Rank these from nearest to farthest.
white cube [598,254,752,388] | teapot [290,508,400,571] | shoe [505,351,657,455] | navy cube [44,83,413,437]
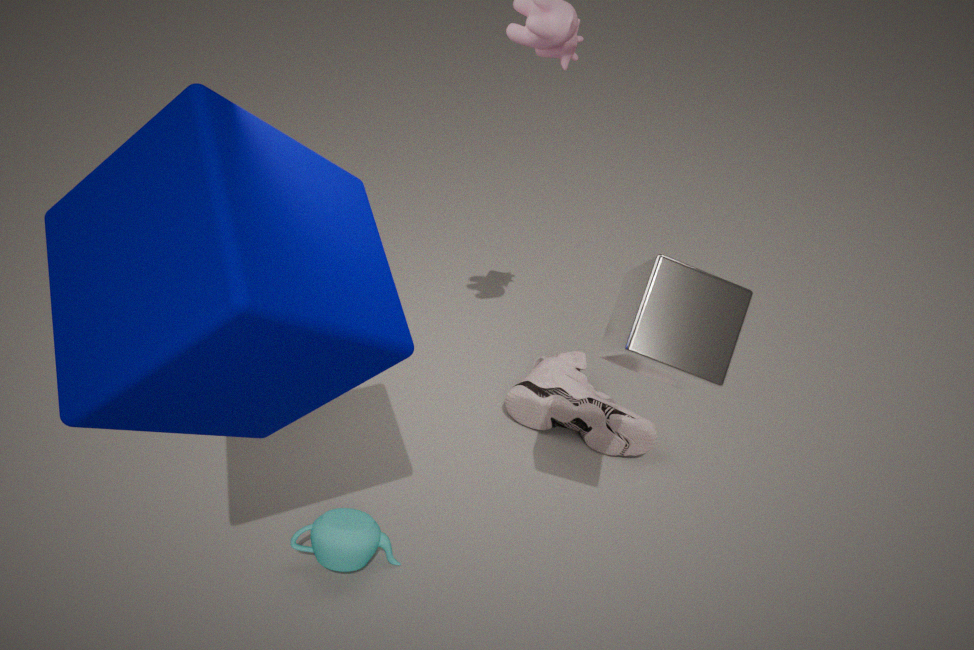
navy cube [44,83,413,437]
white cube [598,254,752,388]
teapot [290,508,400,571]
shoe [505,351,657,455]
